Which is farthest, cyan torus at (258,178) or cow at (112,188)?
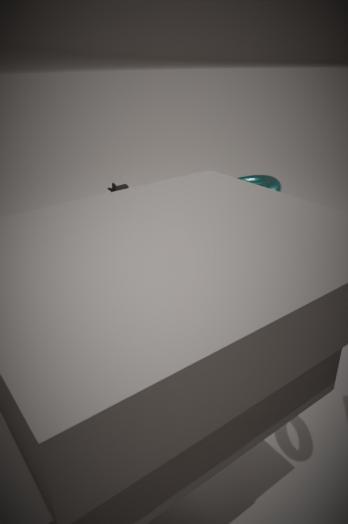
cow at (112,188)
